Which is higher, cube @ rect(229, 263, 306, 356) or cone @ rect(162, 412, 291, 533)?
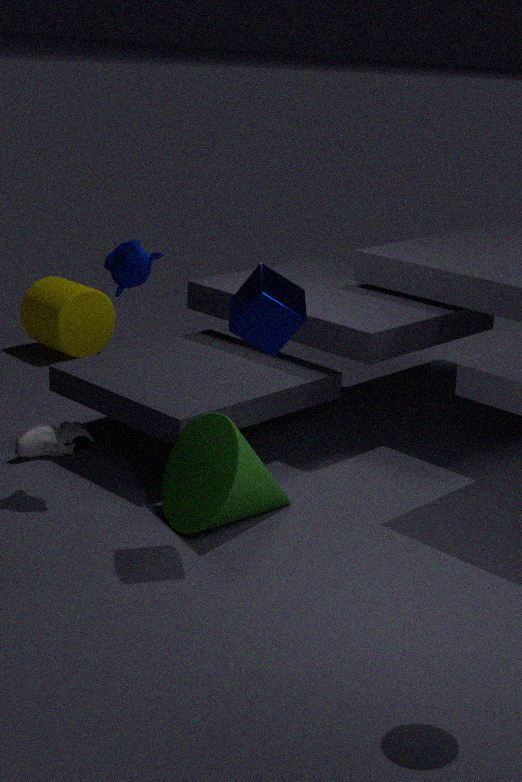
cube @ rect(229, 263, 306, 356)
